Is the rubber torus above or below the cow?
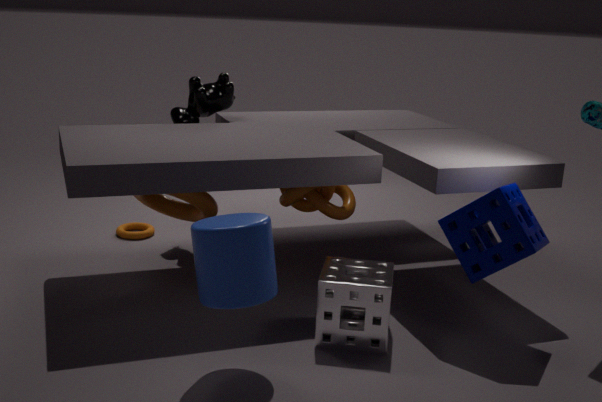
below
